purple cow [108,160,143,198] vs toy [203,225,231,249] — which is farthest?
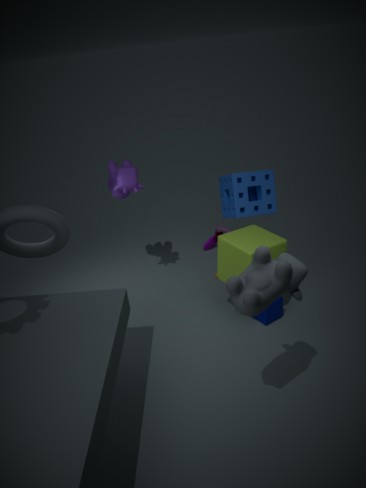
toy [203,225,231,249]
